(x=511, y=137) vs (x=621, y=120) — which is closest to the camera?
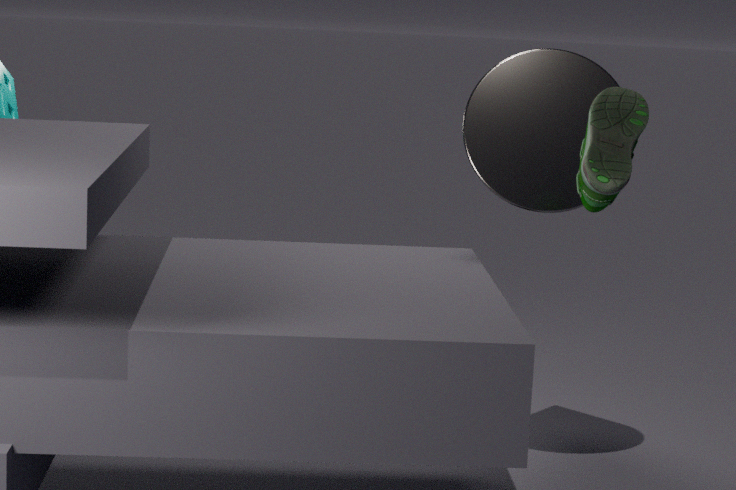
(x=621, y=120)
